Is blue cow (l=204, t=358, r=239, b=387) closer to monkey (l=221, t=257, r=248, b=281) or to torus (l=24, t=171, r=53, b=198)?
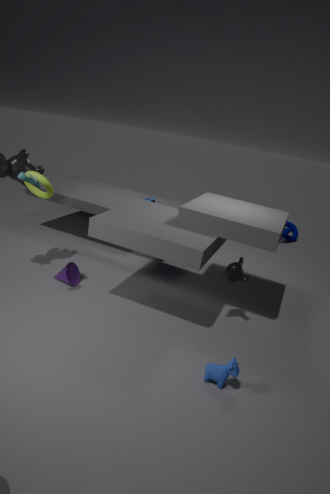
monkey (l=221, t=257, r=248, b=281)
